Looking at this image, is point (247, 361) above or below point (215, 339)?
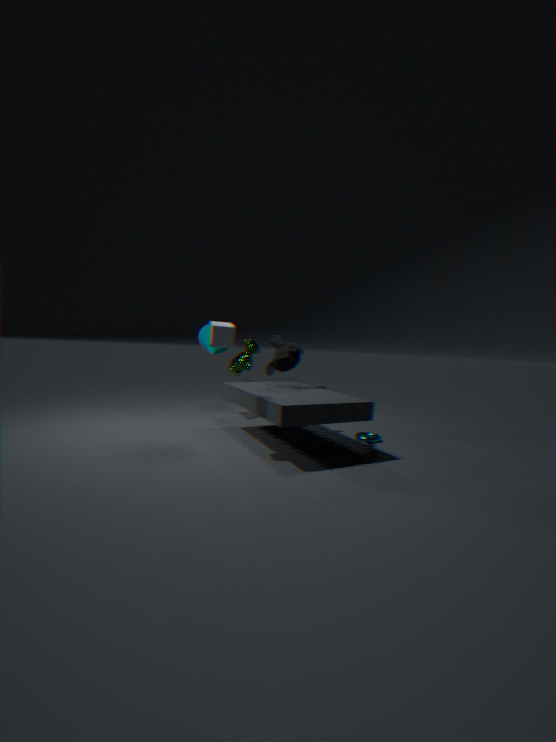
below
